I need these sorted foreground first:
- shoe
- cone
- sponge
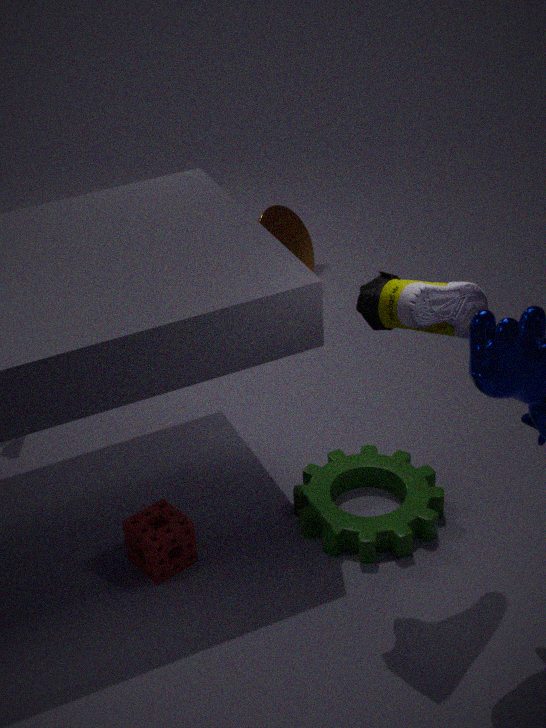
shoe < sponge < cone
